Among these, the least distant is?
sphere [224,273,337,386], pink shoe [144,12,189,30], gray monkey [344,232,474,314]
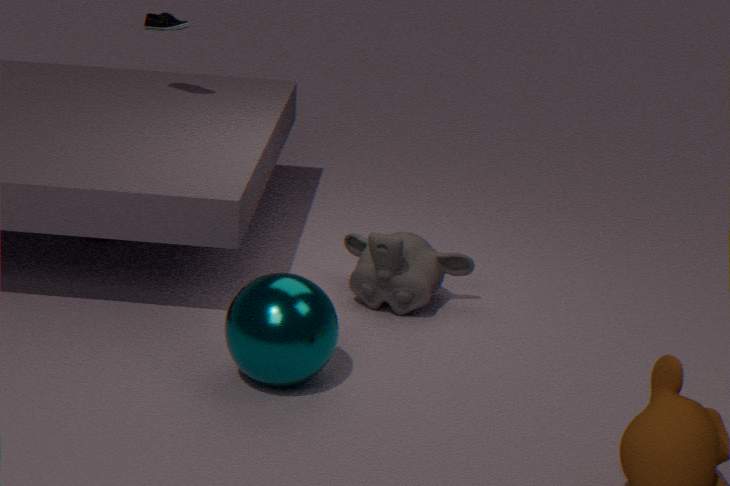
sphere [224,273,337,386]
